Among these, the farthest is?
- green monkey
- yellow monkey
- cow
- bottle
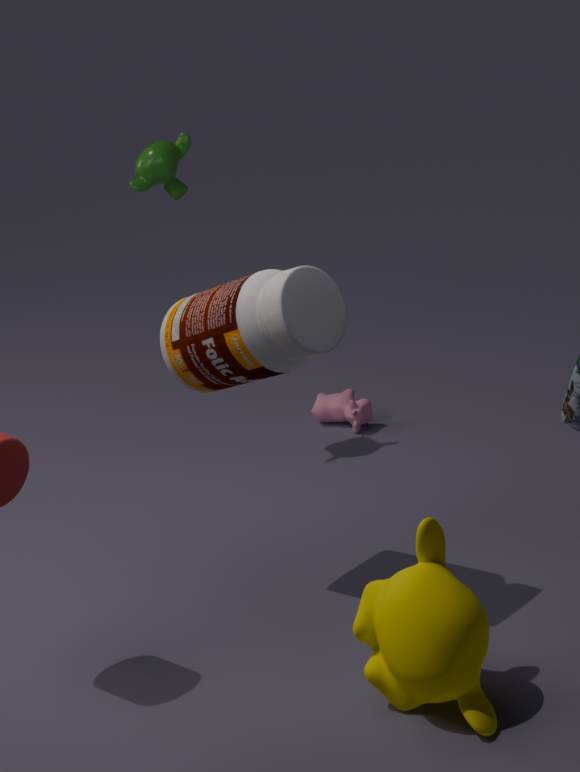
cow
